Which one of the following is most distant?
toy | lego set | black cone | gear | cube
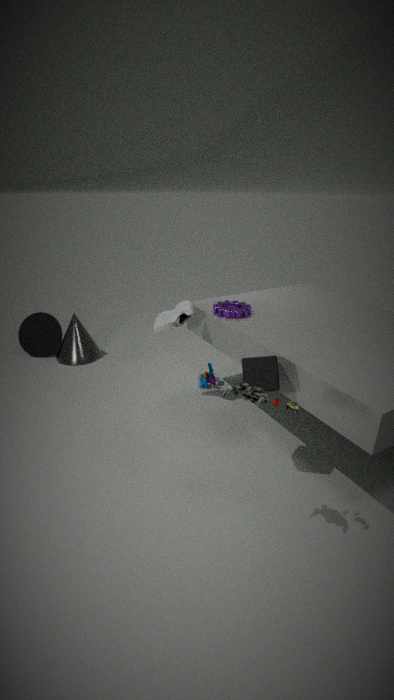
black cone
